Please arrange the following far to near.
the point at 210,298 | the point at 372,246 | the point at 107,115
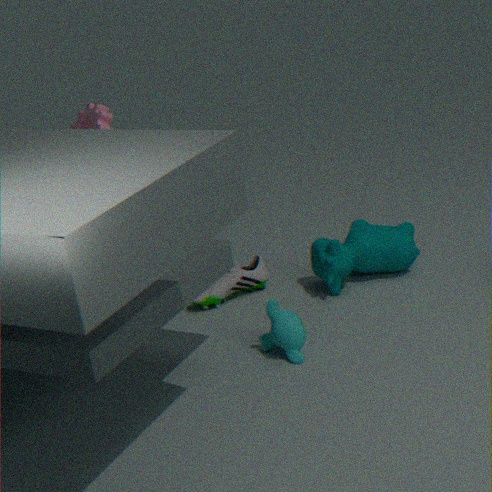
the point at 372,246
the point at 210,298
the point at 107,115
